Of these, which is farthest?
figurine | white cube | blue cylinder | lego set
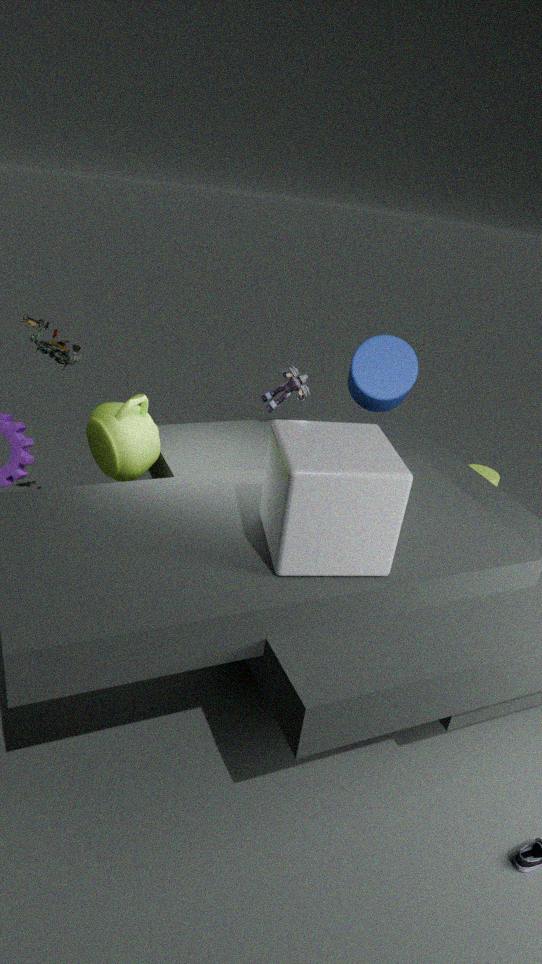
blue cylinder
